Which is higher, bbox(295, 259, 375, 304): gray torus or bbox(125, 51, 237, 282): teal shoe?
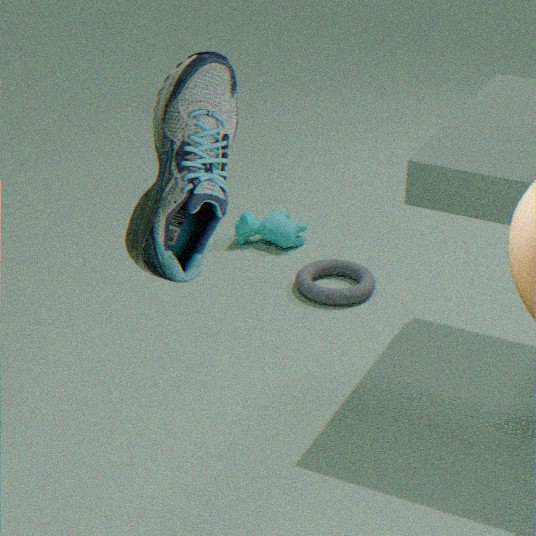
bbox(125, 51, 237, 282): teal shoe
